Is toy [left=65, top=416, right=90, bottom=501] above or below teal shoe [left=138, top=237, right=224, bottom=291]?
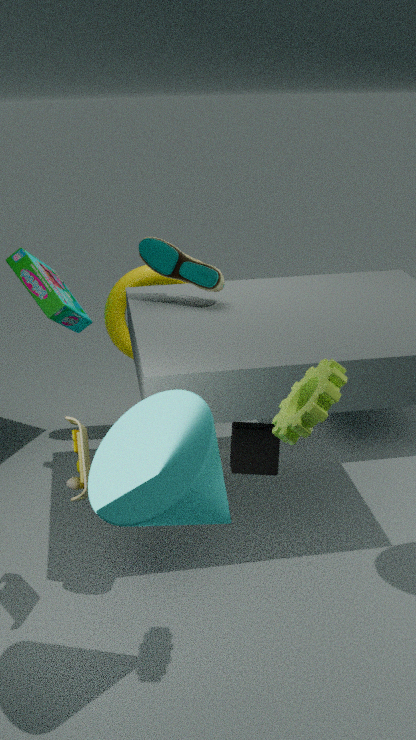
below
